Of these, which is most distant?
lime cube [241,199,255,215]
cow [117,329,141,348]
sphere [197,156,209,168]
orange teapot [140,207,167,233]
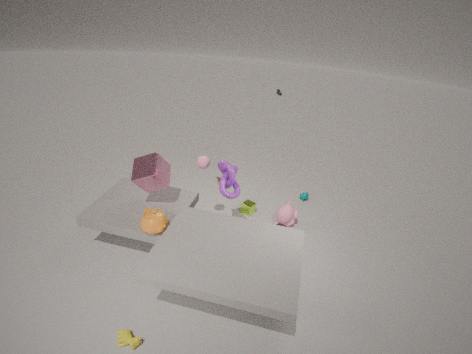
lime cube [241,199,255,215]
